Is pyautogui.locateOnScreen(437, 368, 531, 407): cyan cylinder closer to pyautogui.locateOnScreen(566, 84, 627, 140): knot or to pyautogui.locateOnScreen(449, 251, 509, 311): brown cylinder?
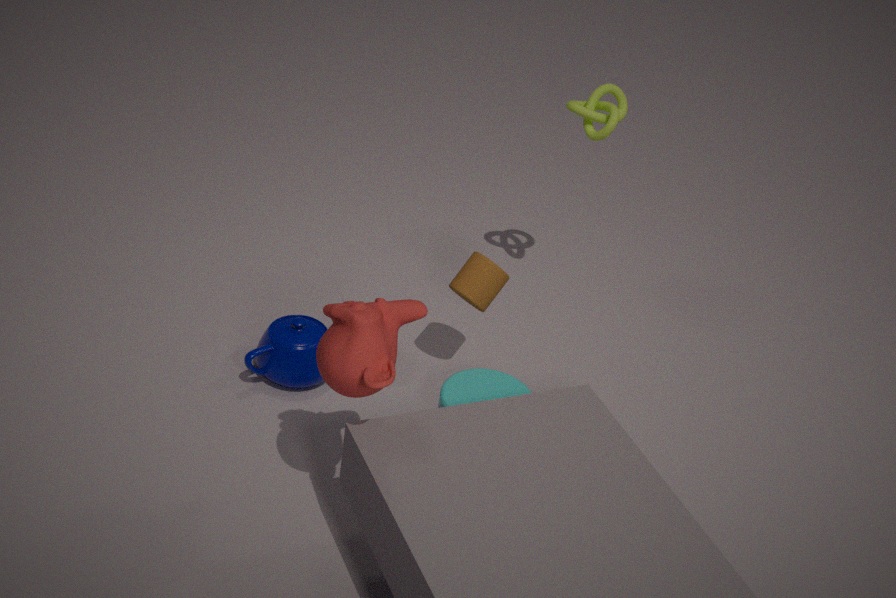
pyautogui.locateOnScreen(449, 251, 509, 311): brown cylinder
